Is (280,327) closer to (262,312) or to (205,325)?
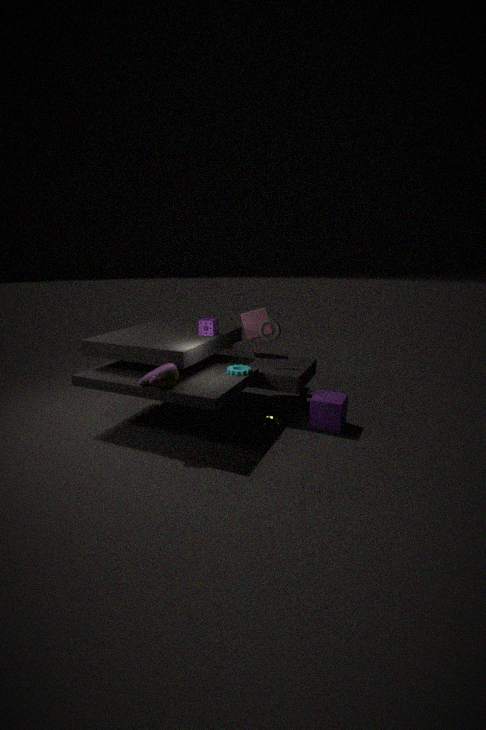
(262,312)
